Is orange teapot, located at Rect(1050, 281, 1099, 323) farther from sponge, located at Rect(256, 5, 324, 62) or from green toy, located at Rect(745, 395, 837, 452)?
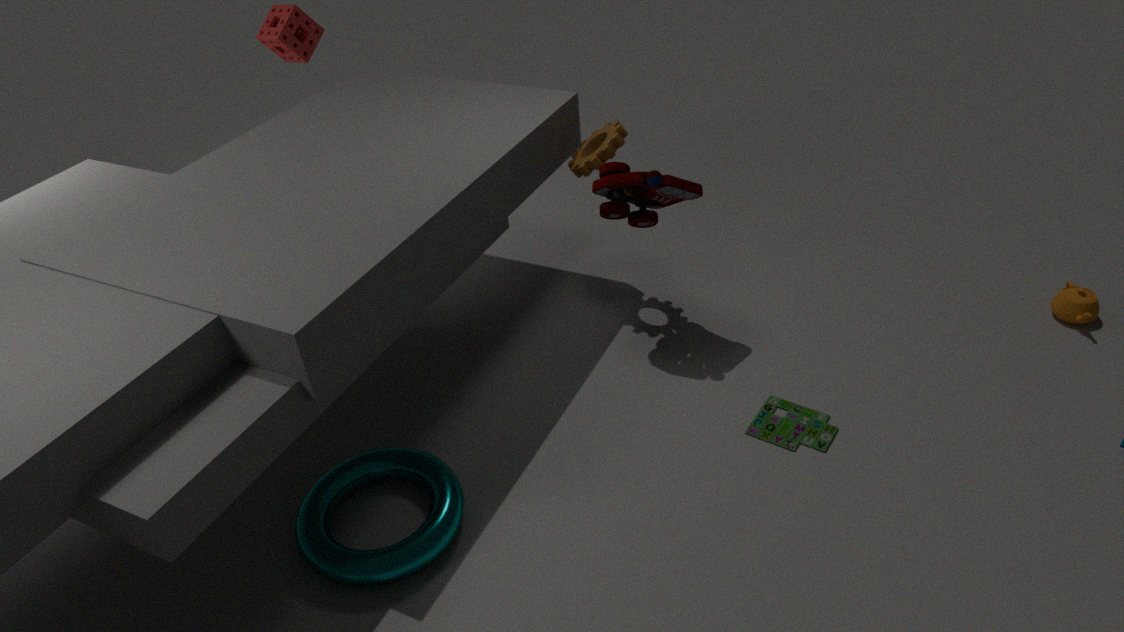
sponge, located at Rect(256, 5, 324, 62)
